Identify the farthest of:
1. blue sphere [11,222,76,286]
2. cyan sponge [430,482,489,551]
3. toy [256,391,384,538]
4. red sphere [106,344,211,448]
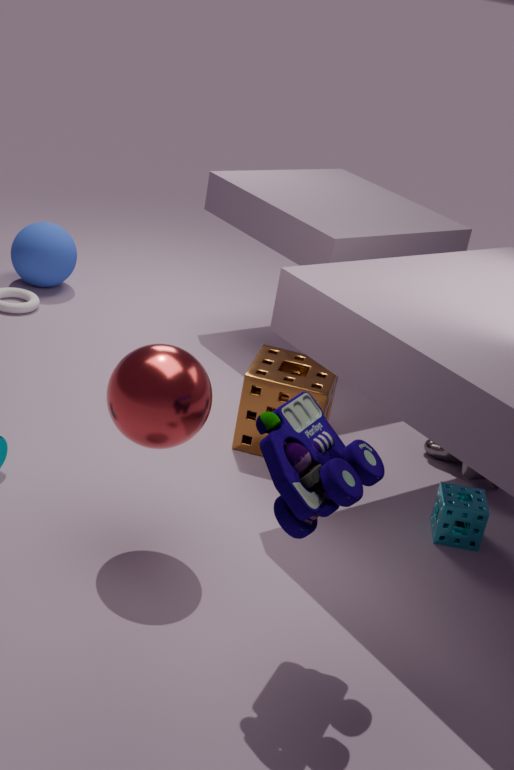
blue sphere [11,222,76,286]
